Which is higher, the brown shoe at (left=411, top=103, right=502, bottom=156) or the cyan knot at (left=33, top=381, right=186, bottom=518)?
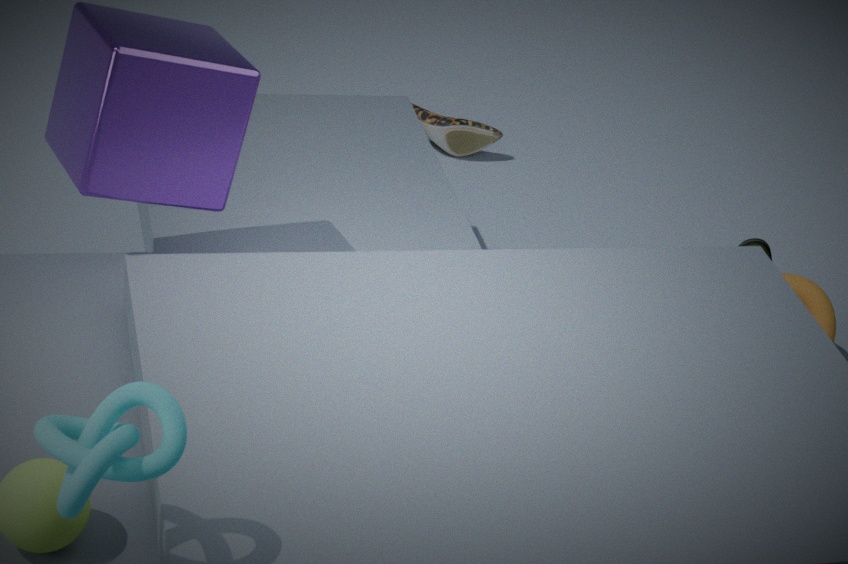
the cyan knot at (left=33, top=381, right=186, bottom=518)
